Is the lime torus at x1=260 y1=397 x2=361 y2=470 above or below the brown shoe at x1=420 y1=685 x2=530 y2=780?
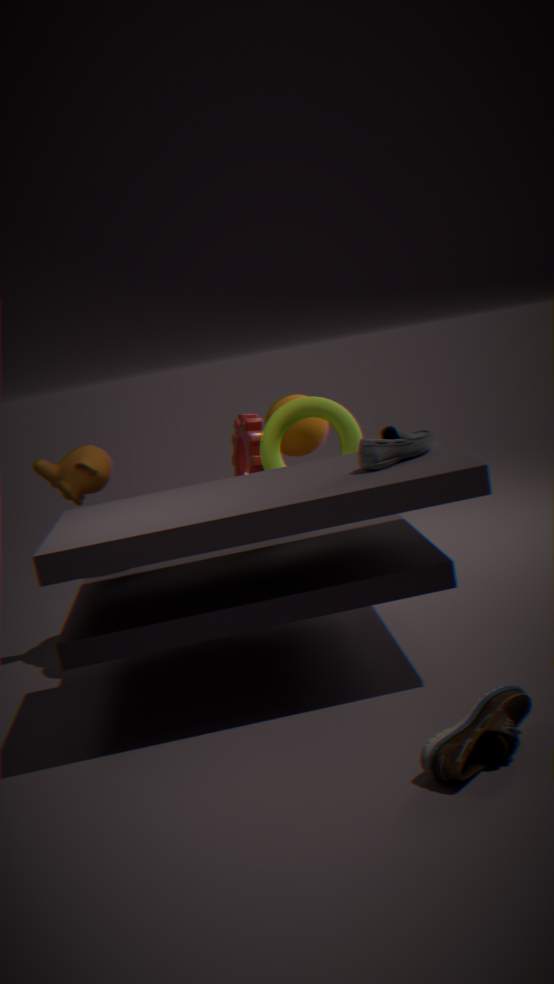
above
